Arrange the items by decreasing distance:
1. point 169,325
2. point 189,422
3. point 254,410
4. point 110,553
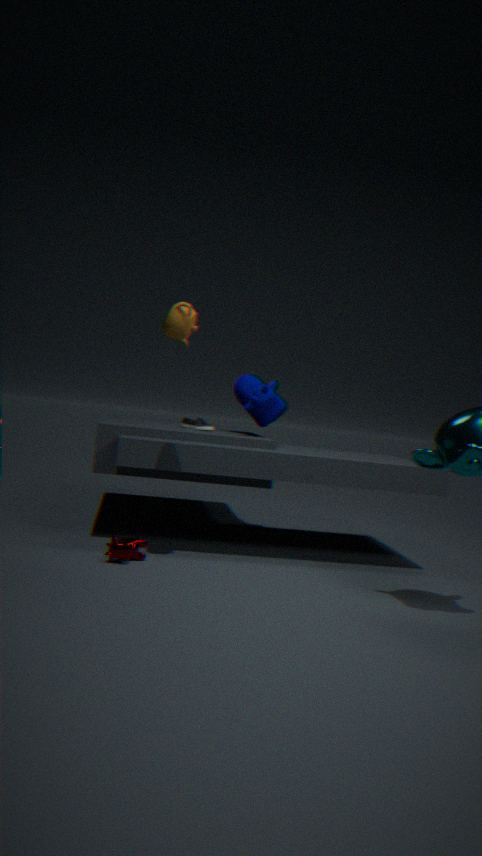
point 254,410 < point 189,422 < point 110,553 < point 169,325
